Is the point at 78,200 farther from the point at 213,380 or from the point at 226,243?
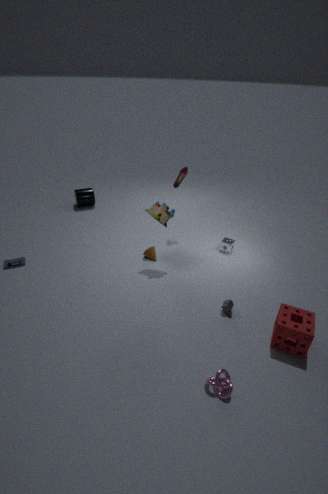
the point at 213,380
